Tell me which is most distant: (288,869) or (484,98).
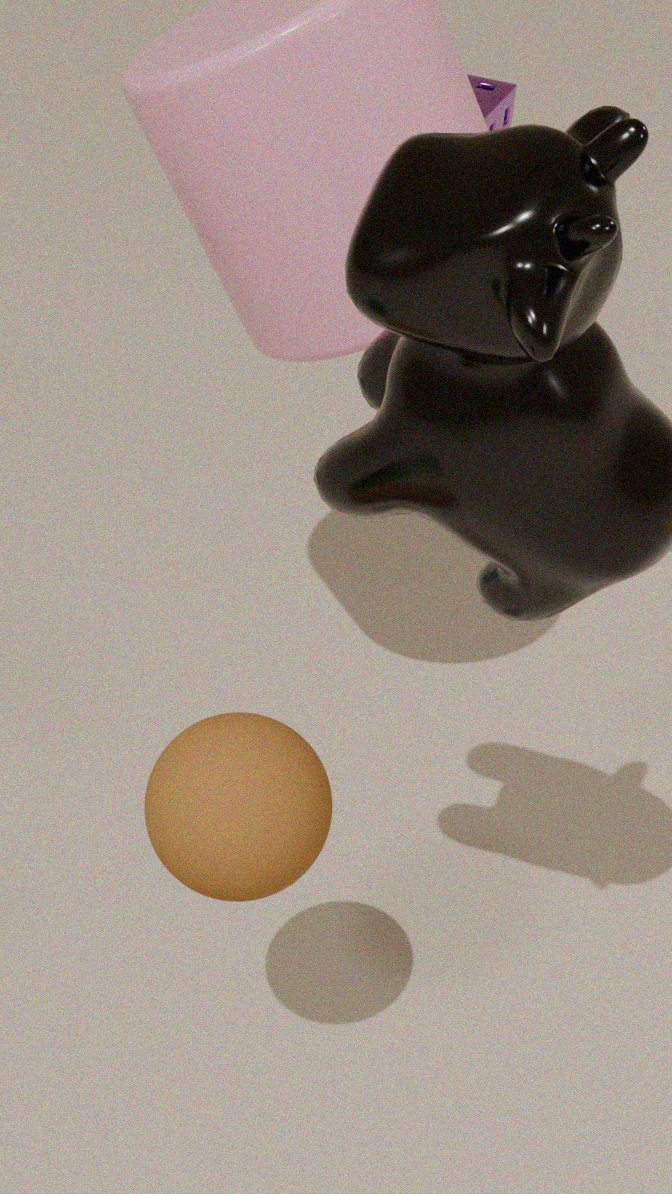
(484,98)
